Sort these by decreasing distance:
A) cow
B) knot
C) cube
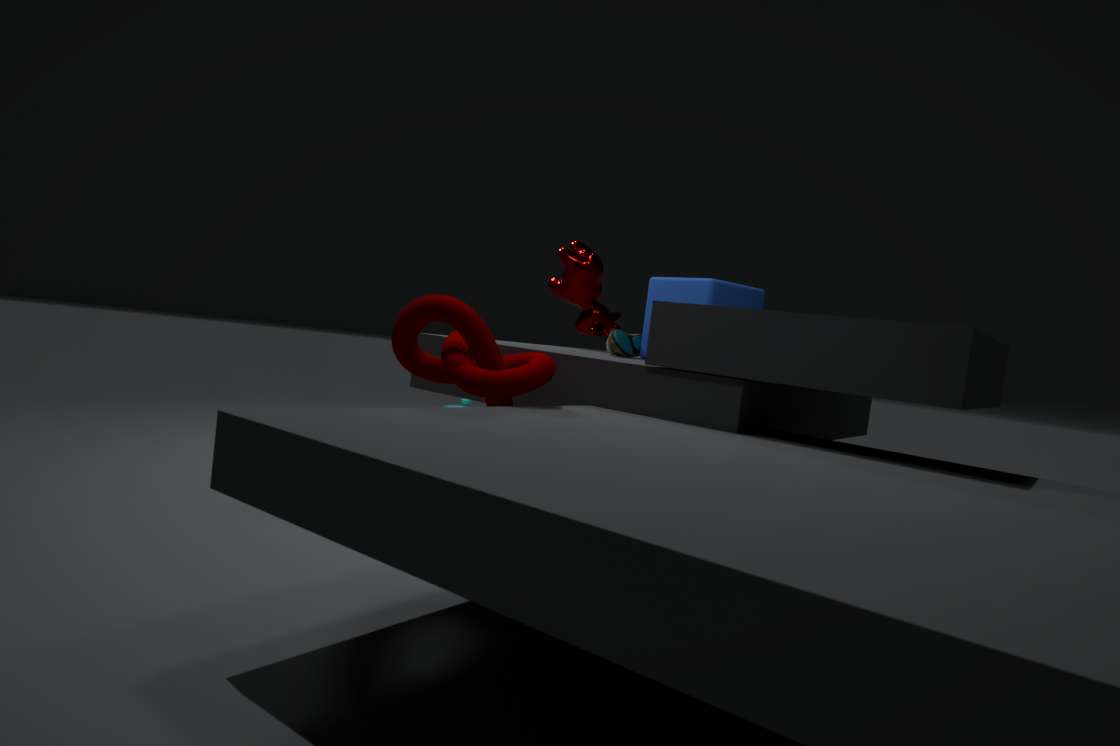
cow, cube, knot
